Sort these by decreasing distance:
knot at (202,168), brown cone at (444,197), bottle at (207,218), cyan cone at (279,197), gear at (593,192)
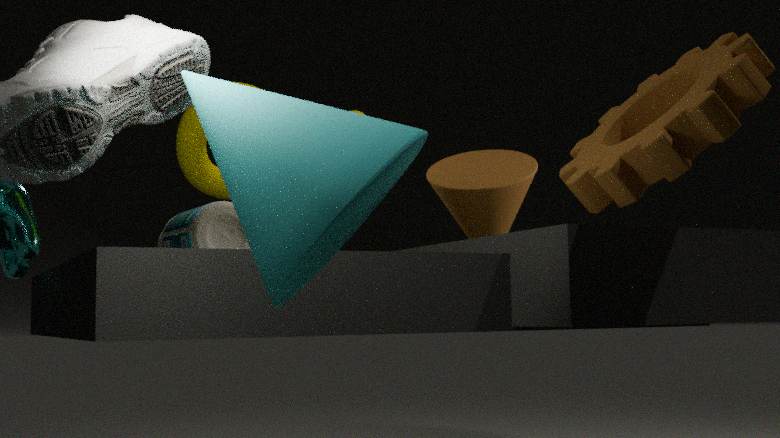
brown cone at (444,197) → bottle at (207,218) → knot at (202,168) → gear at (593,192) → cyan cone at (279,197)
